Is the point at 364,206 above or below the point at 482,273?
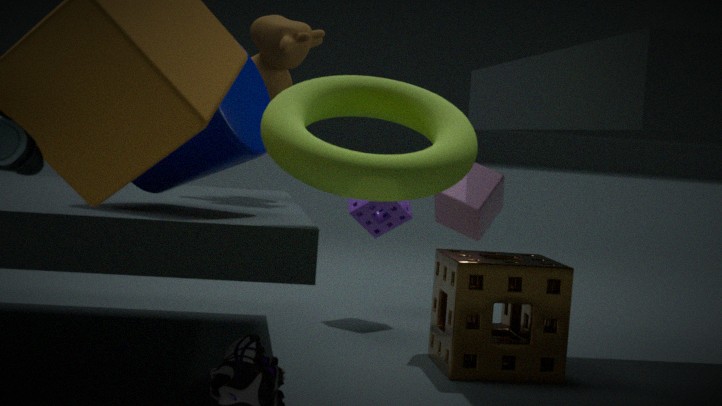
above
